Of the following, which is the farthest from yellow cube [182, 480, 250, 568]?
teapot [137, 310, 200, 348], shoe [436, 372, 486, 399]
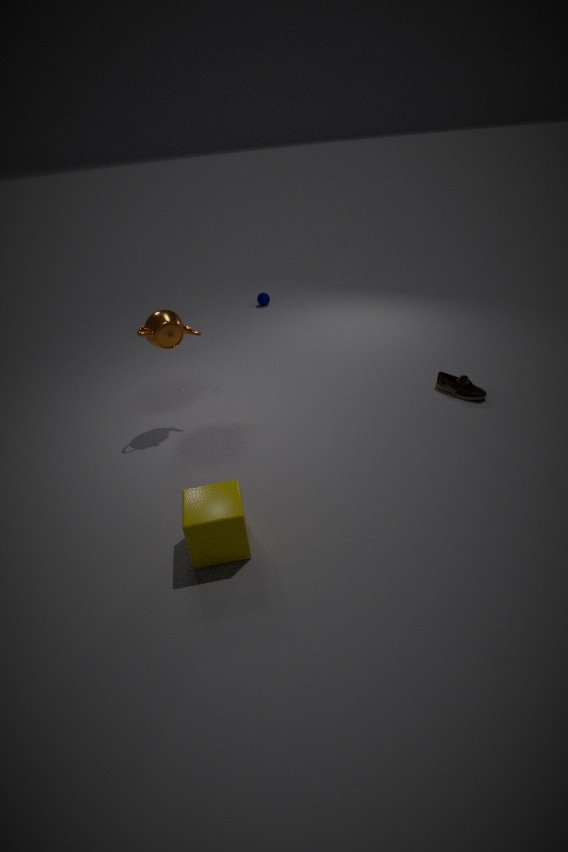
shoe [436, 372, 486, 399]
